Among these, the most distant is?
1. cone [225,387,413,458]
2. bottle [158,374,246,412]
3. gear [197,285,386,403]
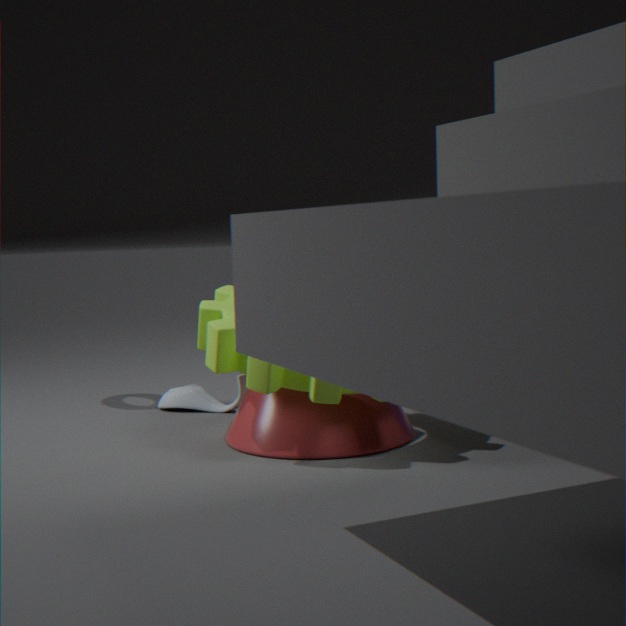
bottle [158,374,246,412]
